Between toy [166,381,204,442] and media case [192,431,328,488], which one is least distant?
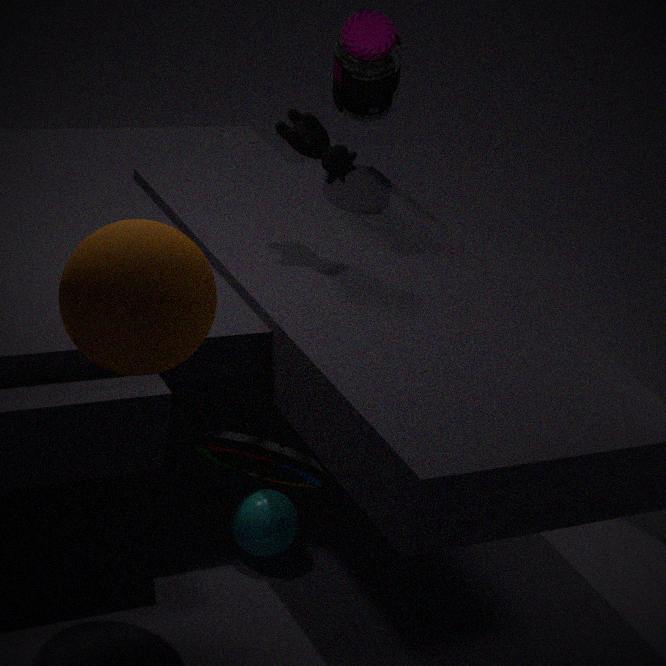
media case [192,431,328,488]
